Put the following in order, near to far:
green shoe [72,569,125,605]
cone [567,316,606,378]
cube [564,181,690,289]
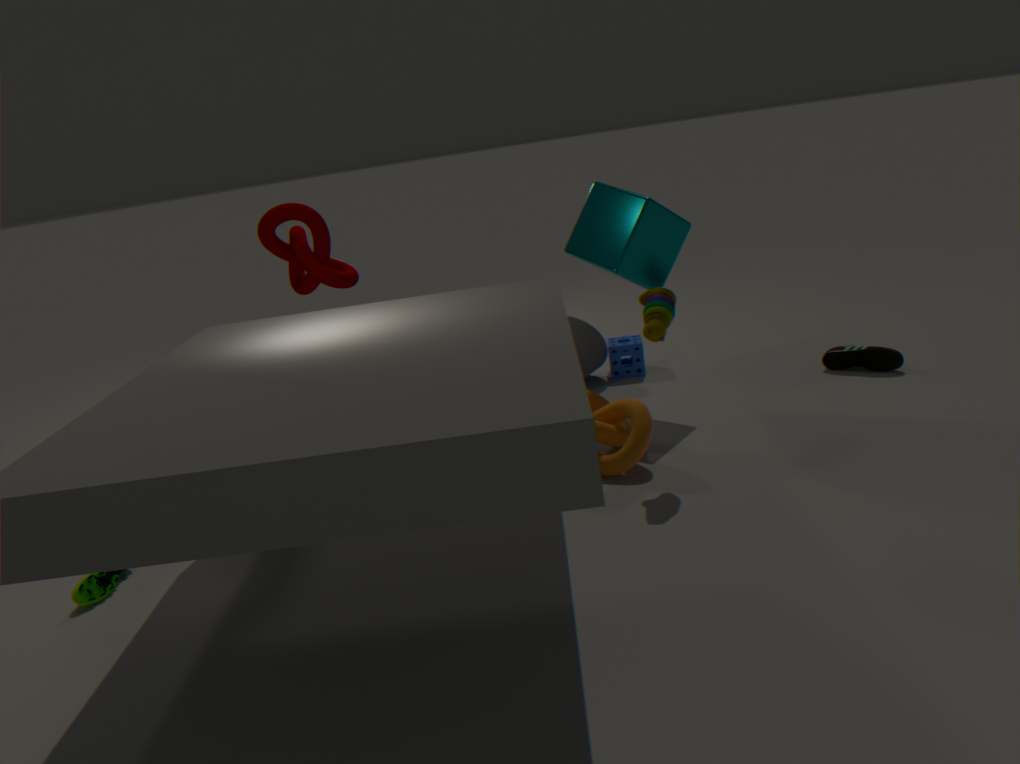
green shoe [72,569,125,605]
cube [564,181,690,289]
cone [567,316,606,378]
